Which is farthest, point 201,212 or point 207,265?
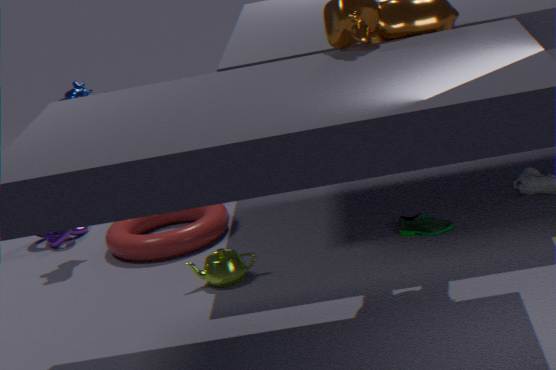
point 201,212
